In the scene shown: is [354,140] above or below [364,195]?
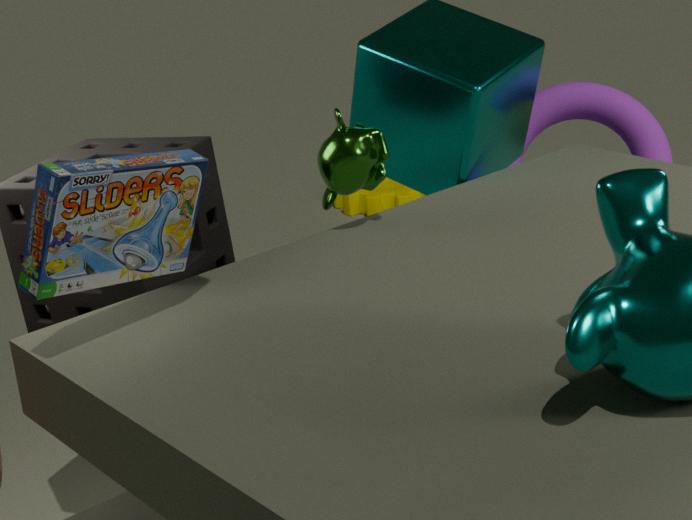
above
